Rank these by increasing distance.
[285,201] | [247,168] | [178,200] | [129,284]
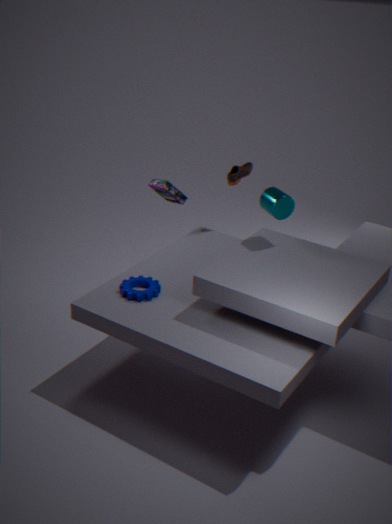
[129,284], [285,201], [178,200], [247,168]
